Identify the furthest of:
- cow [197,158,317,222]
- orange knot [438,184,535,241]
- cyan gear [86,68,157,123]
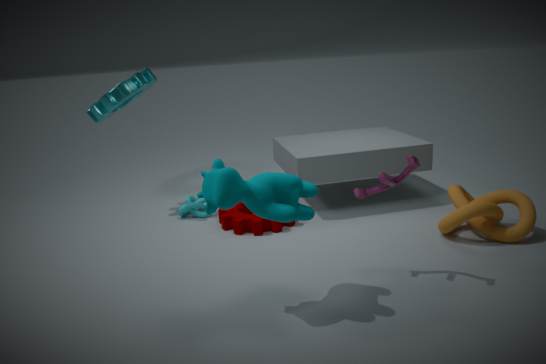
cyan gear [86,68,157,123]
